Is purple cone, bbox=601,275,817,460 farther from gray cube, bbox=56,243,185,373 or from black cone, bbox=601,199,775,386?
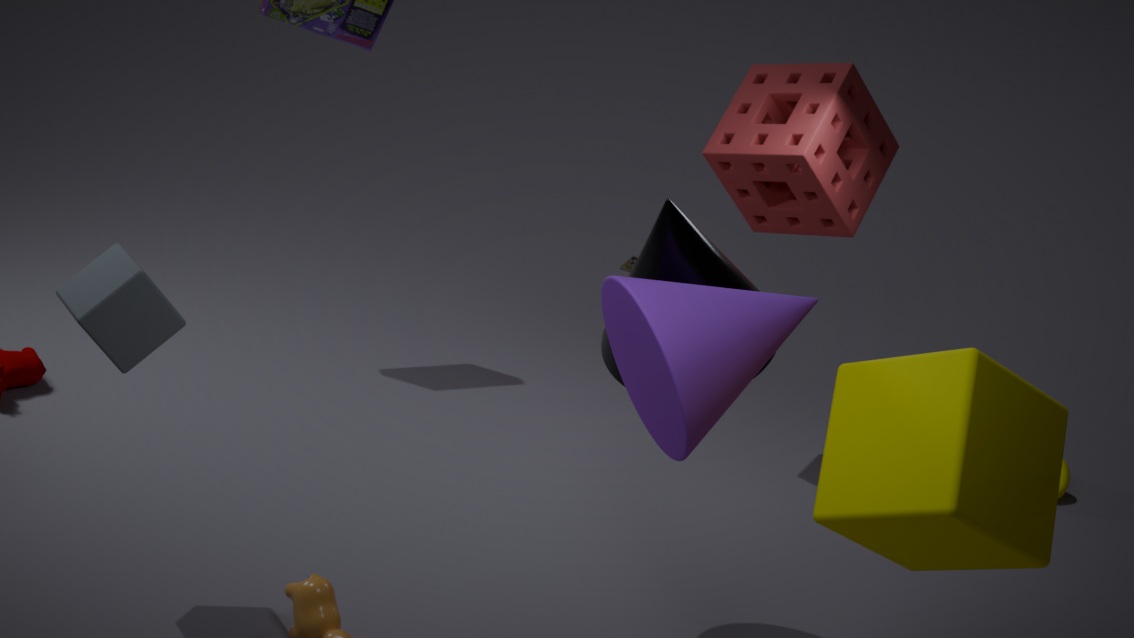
gray cube, bbox=56,243,185,373
